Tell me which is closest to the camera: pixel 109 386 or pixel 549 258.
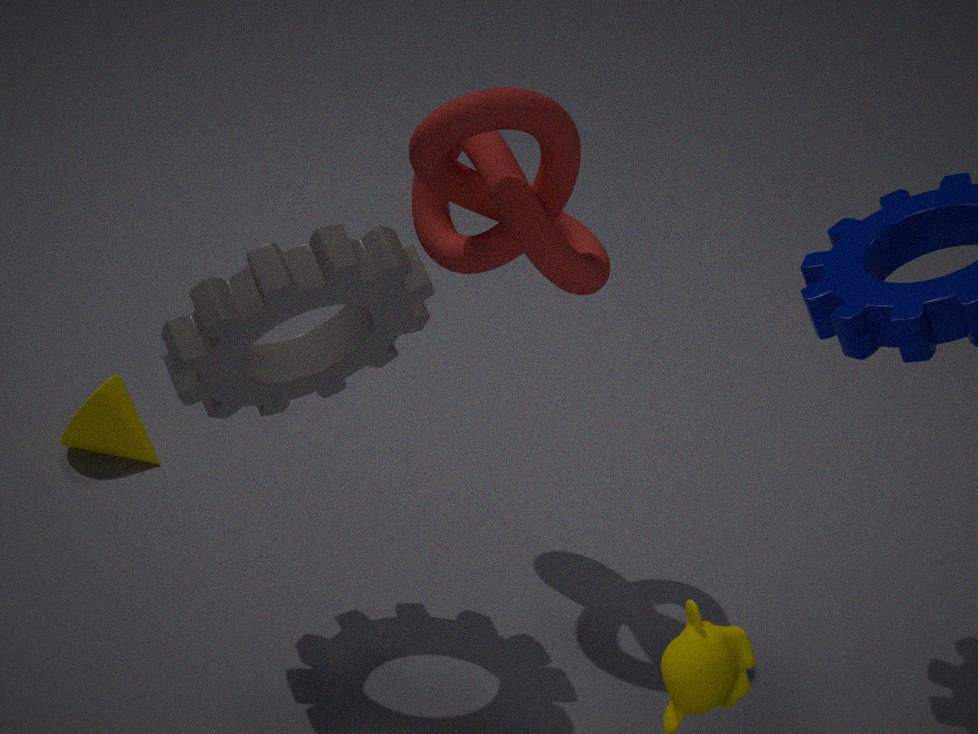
pixel 549 258
